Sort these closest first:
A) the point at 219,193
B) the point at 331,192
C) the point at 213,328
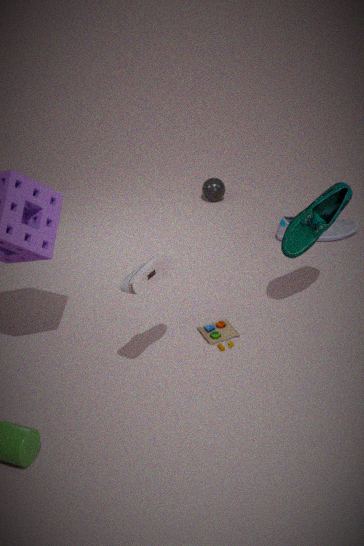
the point at 331,192 → the point at 213,328 → the point at 219,193
